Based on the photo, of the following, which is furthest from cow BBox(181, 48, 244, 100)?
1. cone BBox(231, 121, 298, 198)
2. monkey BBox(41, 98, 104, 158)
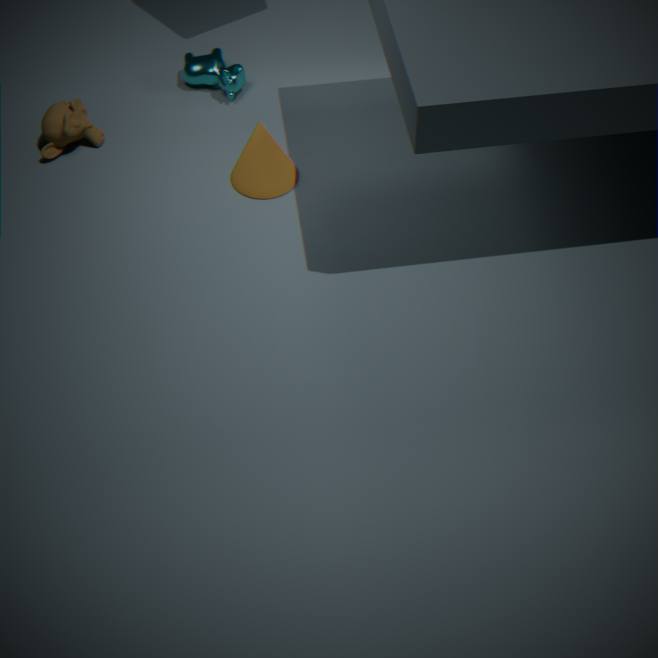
monkey BBox(41, 98, 104, 158)
